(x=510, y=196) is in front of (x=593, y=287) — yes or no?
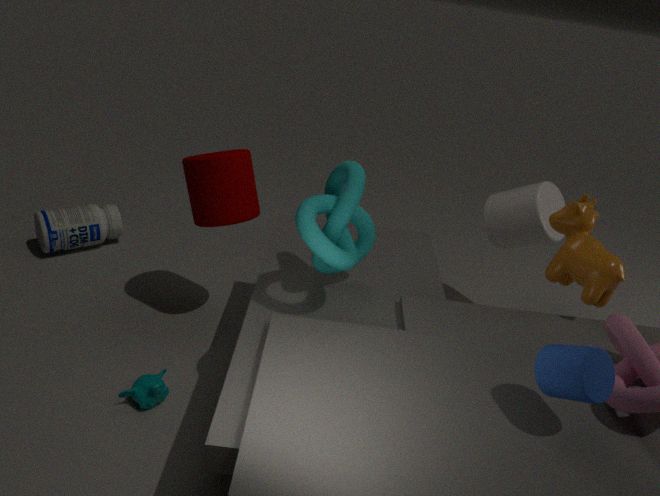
No
